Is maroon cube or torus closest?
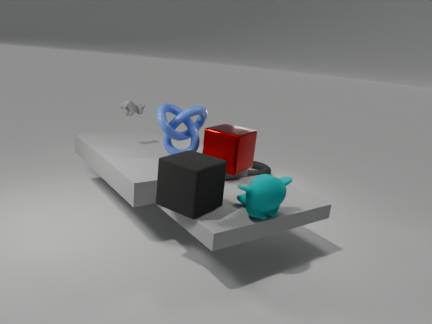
maroon cube
